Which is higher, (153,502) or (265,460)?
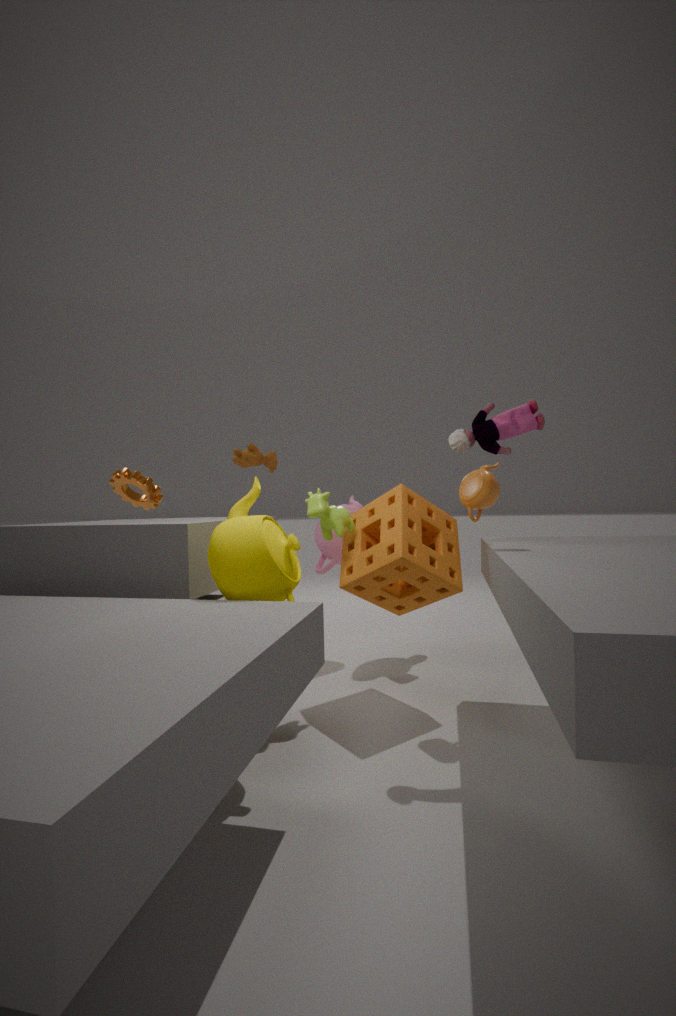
(265,460)
